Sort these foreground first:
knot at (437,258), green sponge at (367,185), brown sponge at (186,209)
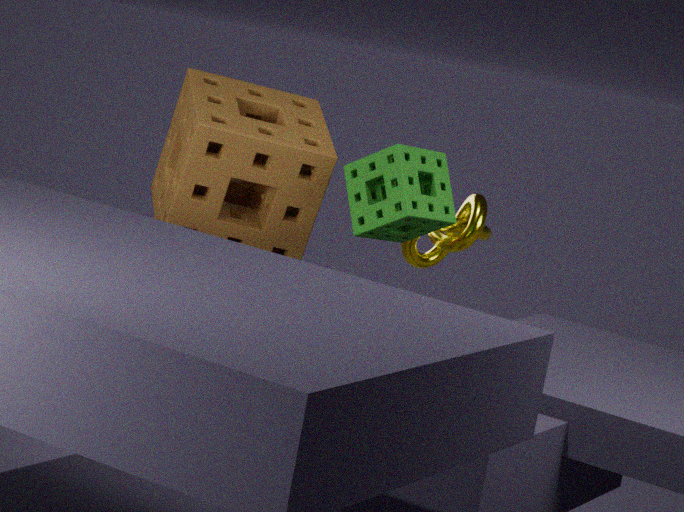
green sponge at (367,185), brown sponge at (186,209), knot at (437,258)
